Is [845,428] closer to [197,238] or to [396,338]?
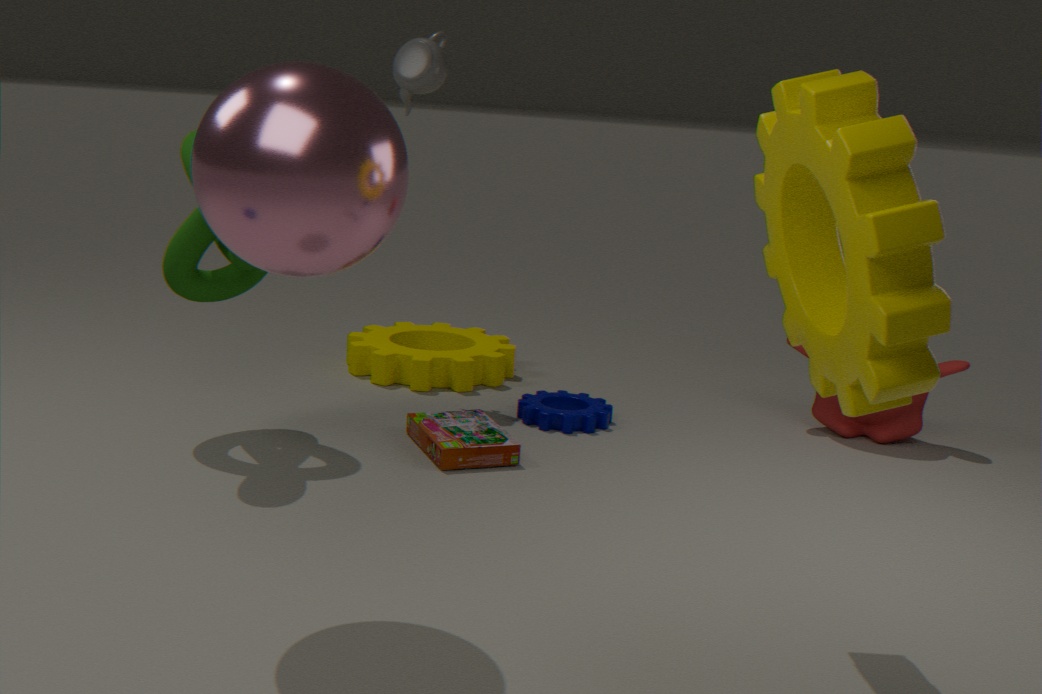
[396,338]
